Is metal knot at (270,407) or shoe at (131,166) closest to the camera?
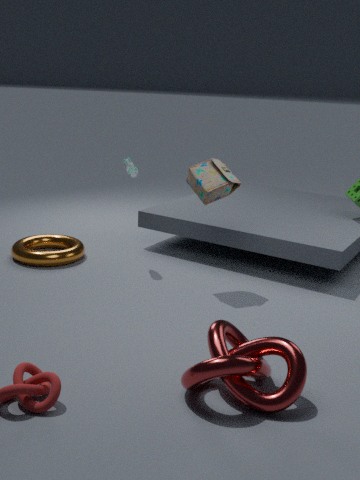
metal knot at (270,407)
